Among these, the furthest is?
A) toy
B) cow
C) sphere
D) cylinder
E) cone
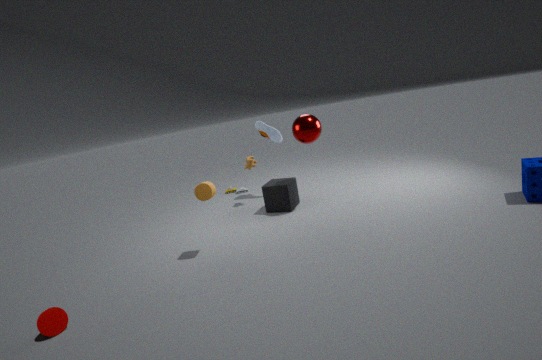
toy
